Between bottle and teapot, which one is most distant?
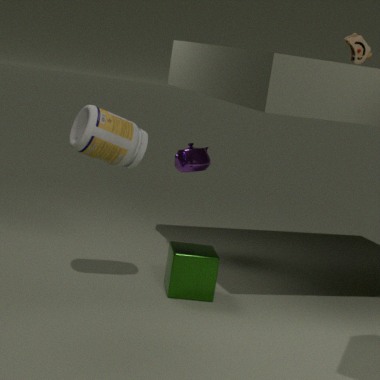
teapot
